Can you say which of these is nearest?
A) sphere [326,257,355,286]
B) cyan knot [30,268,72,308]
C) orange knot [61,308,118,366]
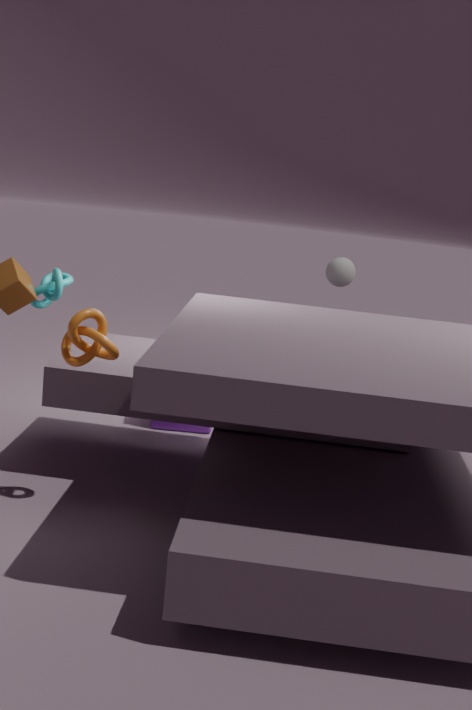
orange knot [61,308,118,366]
